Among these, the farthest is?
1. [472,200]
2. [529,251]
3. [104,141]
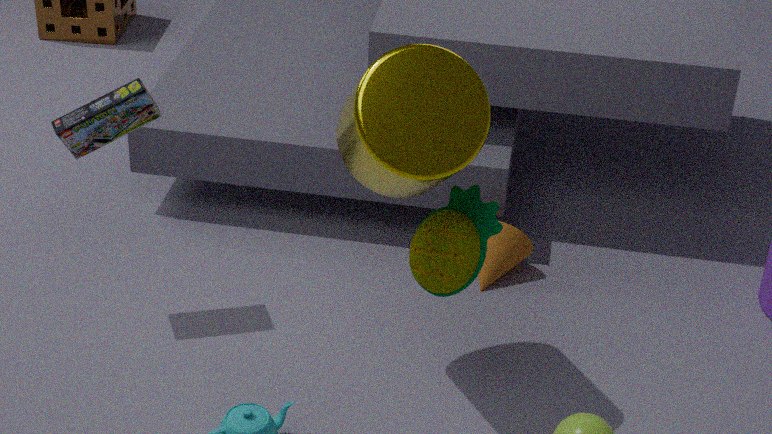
[529,251]
